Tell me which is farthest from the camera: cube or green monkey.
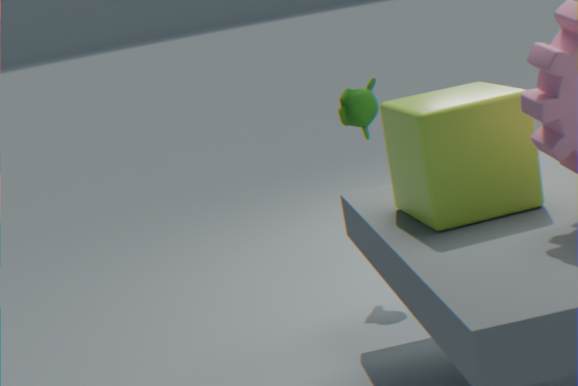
green monkey
